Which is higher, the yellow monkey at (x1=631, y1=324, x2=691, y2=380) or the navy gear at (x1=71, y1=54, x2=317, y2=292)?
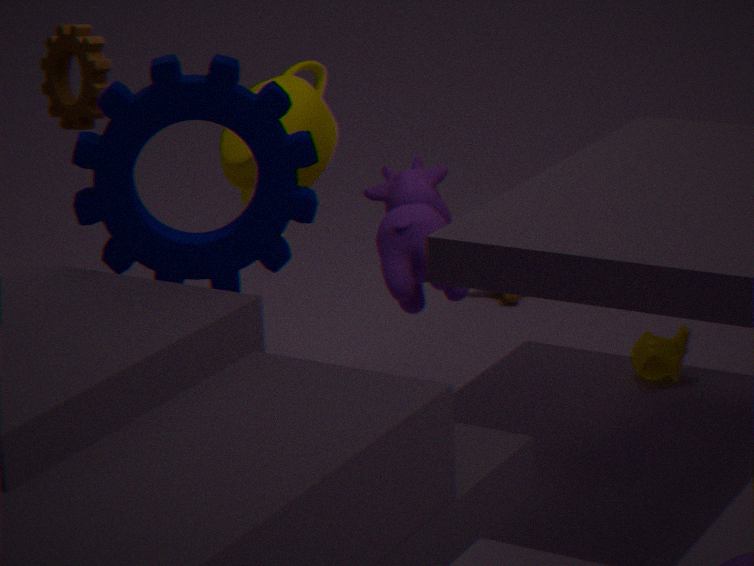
the navy gear at (x1=71, y1=54, x2=317, y2=292)
